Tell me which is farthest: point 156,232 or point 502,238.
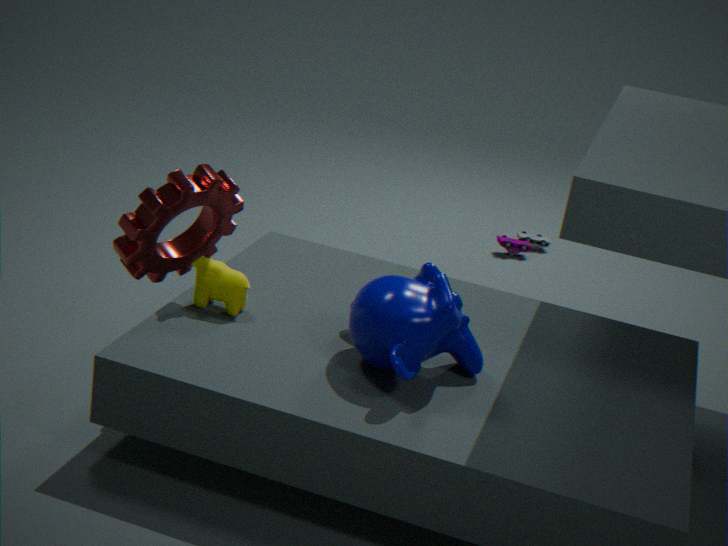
point 502,238
